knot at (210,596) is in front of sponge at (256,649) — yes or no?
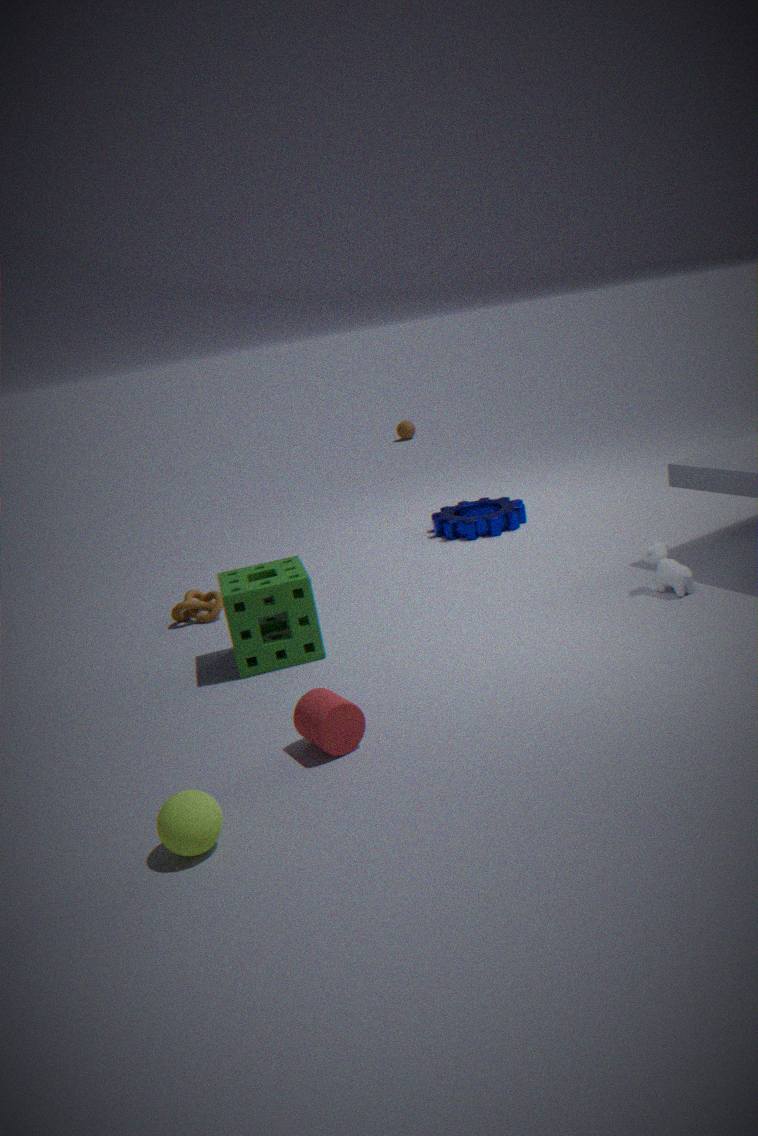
No
